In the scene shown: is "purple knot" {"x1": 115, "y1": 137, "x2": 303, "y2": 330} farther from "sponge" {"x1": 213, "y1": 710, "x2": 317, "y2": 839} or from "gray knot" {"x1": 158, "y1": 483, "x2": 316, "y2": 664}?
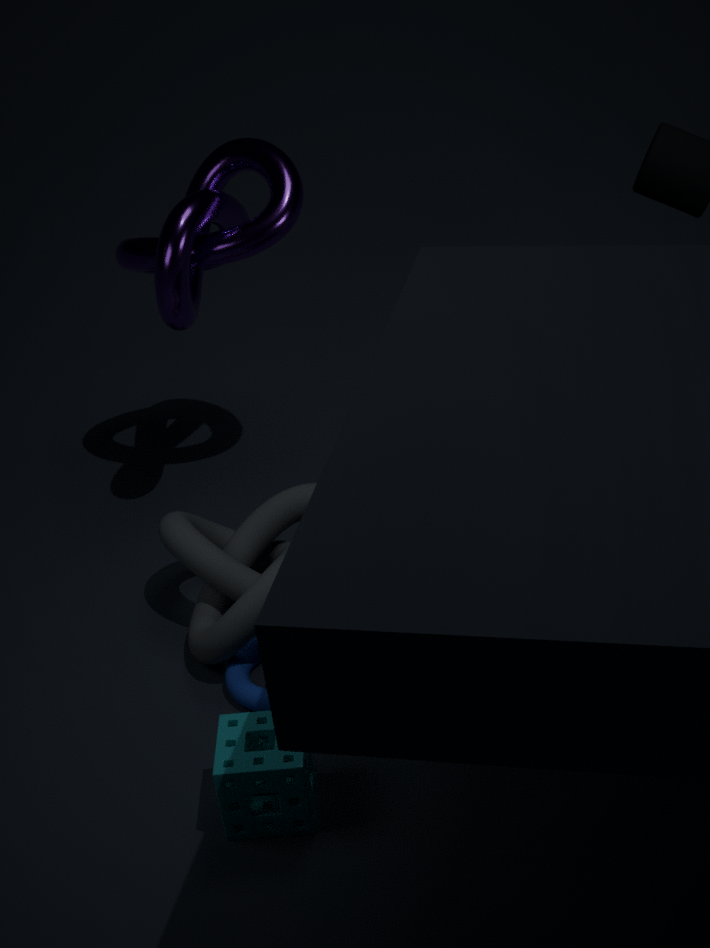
"sponge" {"x1": 213, "y1": 710, "x2": 317, "y2": 839}
